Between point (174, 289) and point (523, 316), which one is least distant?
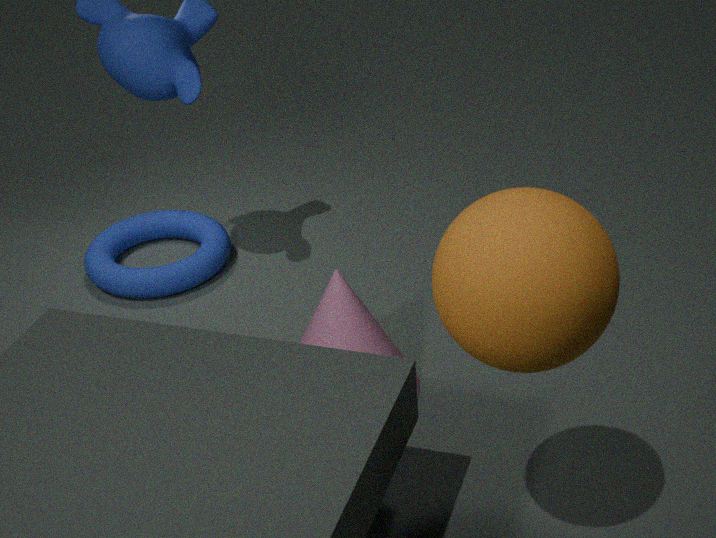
point (523, 316)
